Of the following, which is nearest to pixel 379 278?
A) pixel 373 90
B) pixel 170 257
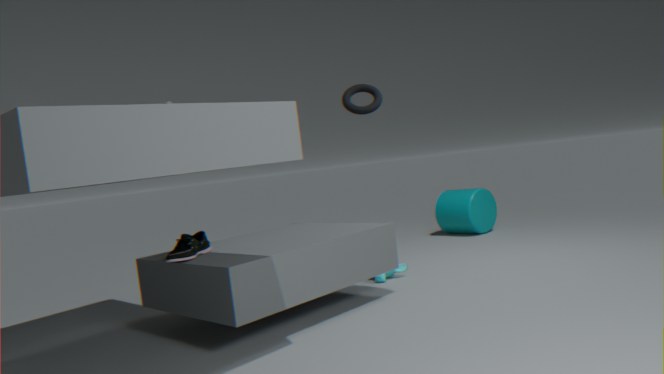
pixel 373 90
